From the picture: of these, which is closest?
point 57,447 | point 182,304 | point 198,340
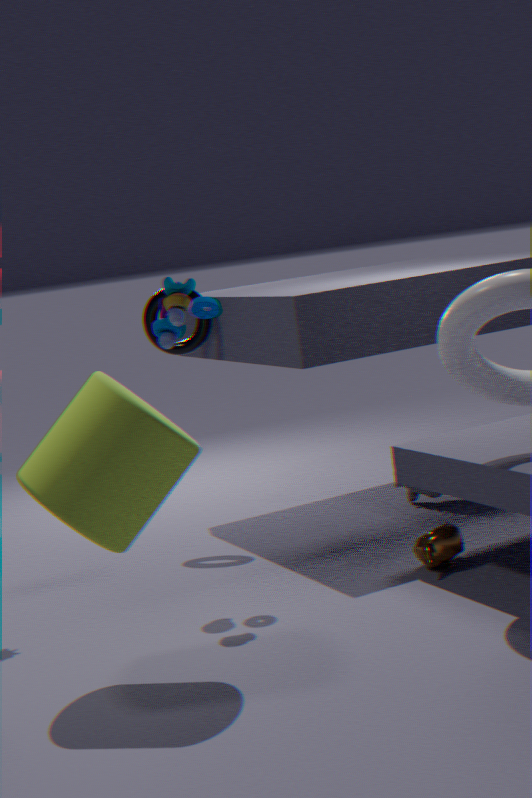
point 57,447
